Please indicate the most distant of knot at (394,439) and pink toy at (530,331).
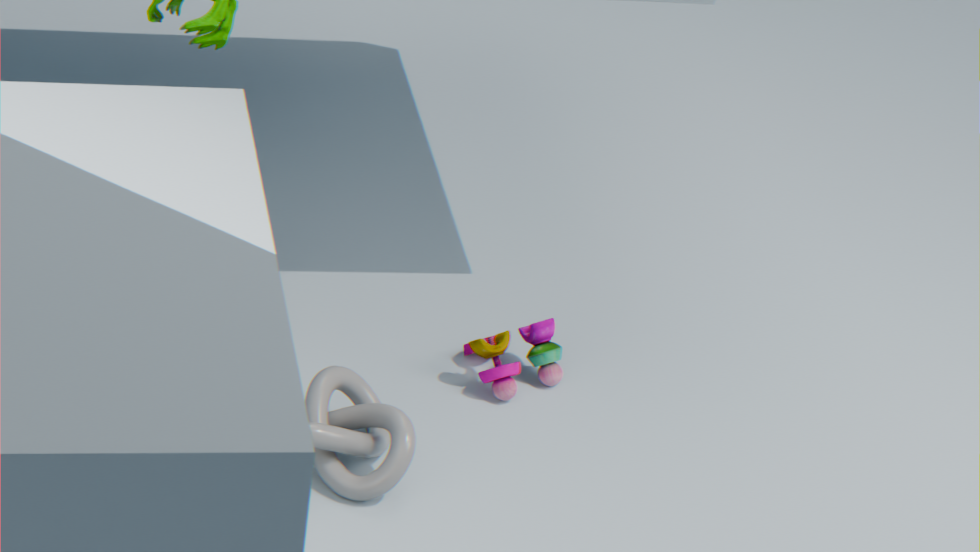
pink toy at (530,331)
